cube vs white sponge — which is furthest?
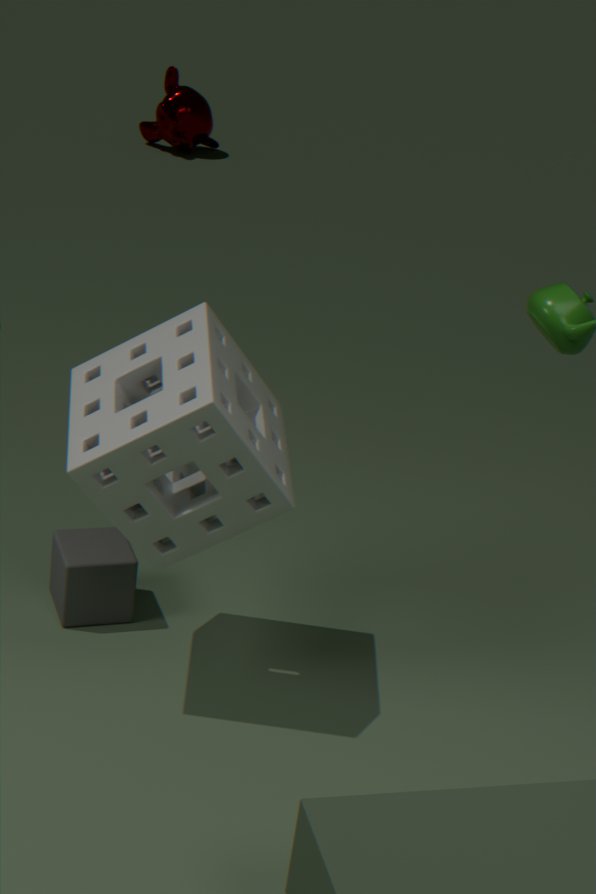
cube
